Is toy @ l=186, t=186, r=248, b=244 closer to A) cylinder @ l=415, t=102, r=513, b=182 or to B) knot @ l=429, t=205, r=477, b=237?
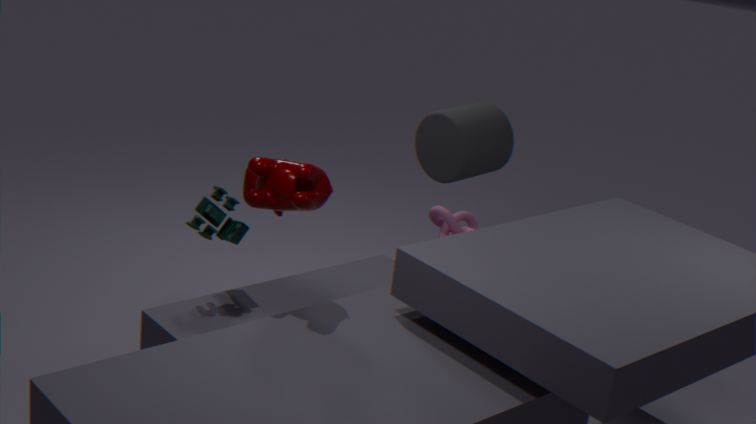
B) knot @ l=429, t=205, r=477, b=237
